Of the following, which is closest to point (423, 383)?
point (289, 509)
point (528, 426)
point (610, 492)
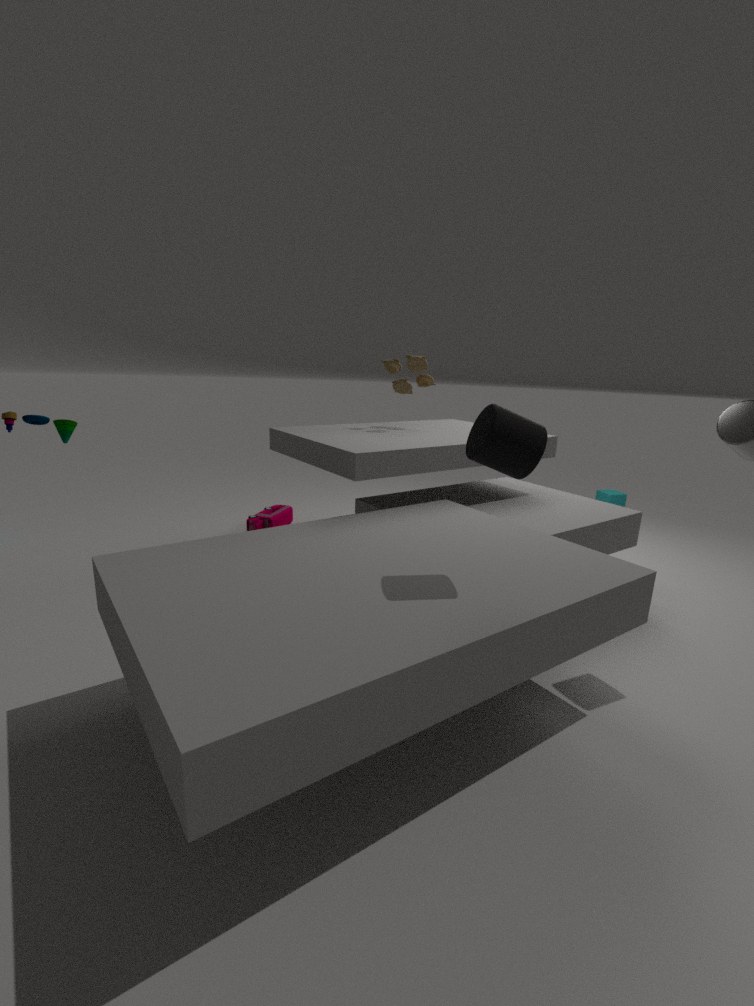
point (289, 509)
